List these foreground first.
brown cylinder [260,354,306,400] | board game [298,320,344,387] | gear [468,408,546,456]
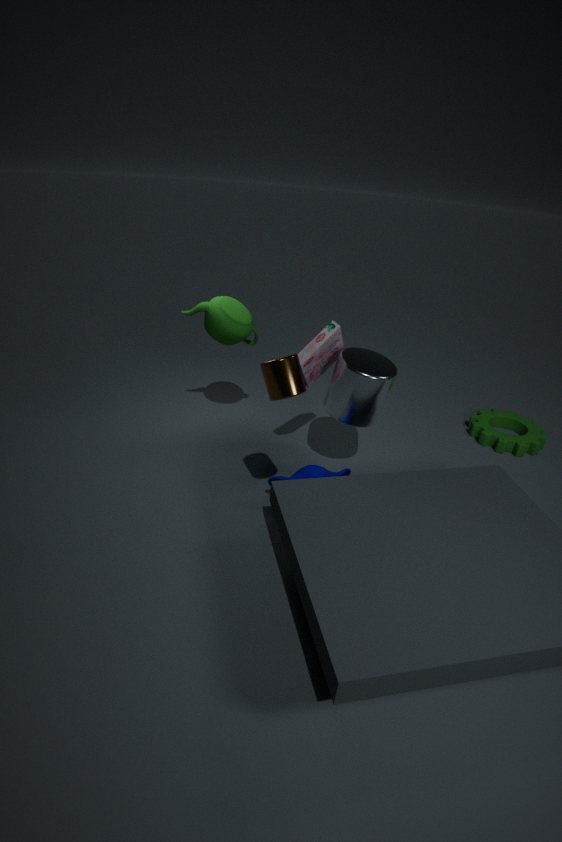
brown cylinder [260,354,306,400], board game [298,320,344,387], gear [468,408,546,456]
